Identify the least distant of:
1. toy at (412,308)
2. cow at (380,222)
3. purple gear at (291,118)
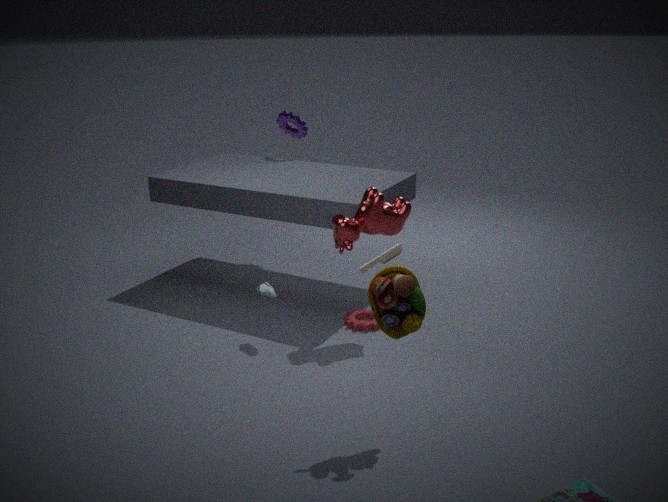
toy at (412,308)
